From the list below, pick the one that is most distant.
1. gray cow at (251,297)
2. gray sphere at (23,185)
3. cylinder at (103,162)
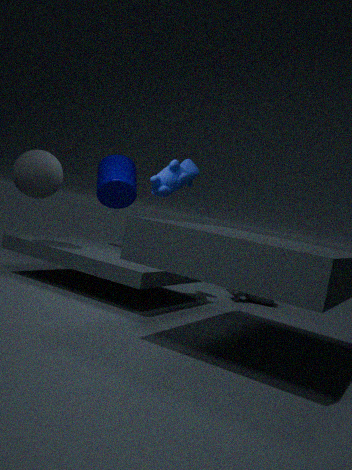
gray cow at (251,297)
